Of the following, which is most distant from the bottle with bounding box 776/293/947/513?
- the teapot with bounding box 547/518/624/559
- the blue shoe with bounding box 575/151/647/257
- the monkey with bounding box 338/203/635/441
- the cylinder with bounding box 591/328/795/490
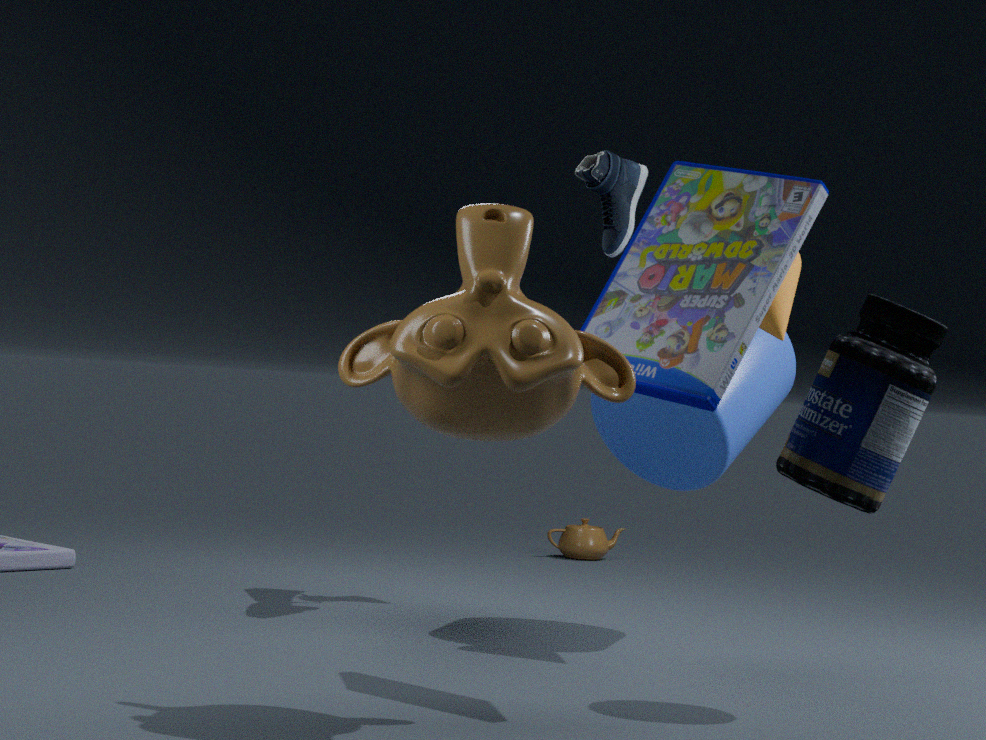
the teapot with bounding box 547/518/624/559
